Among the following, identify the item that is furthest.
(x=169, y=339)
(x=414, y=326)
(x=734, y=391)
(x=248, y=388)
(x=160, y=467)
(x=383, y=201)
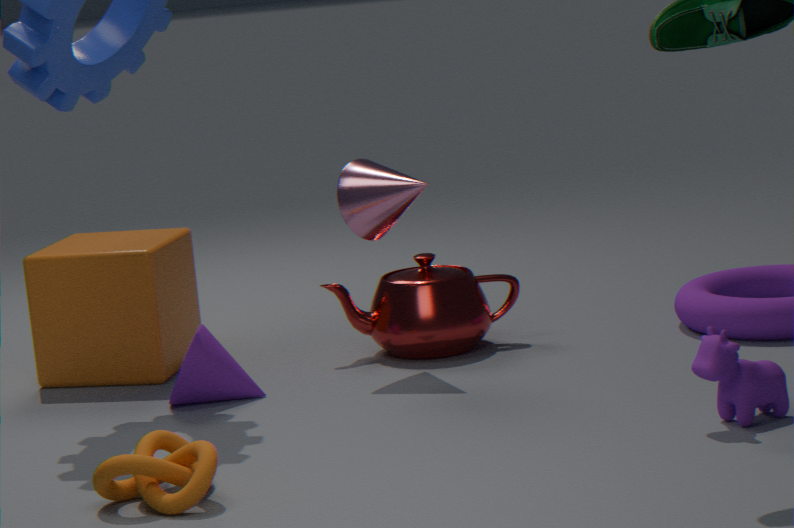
(x=169, y=339)
